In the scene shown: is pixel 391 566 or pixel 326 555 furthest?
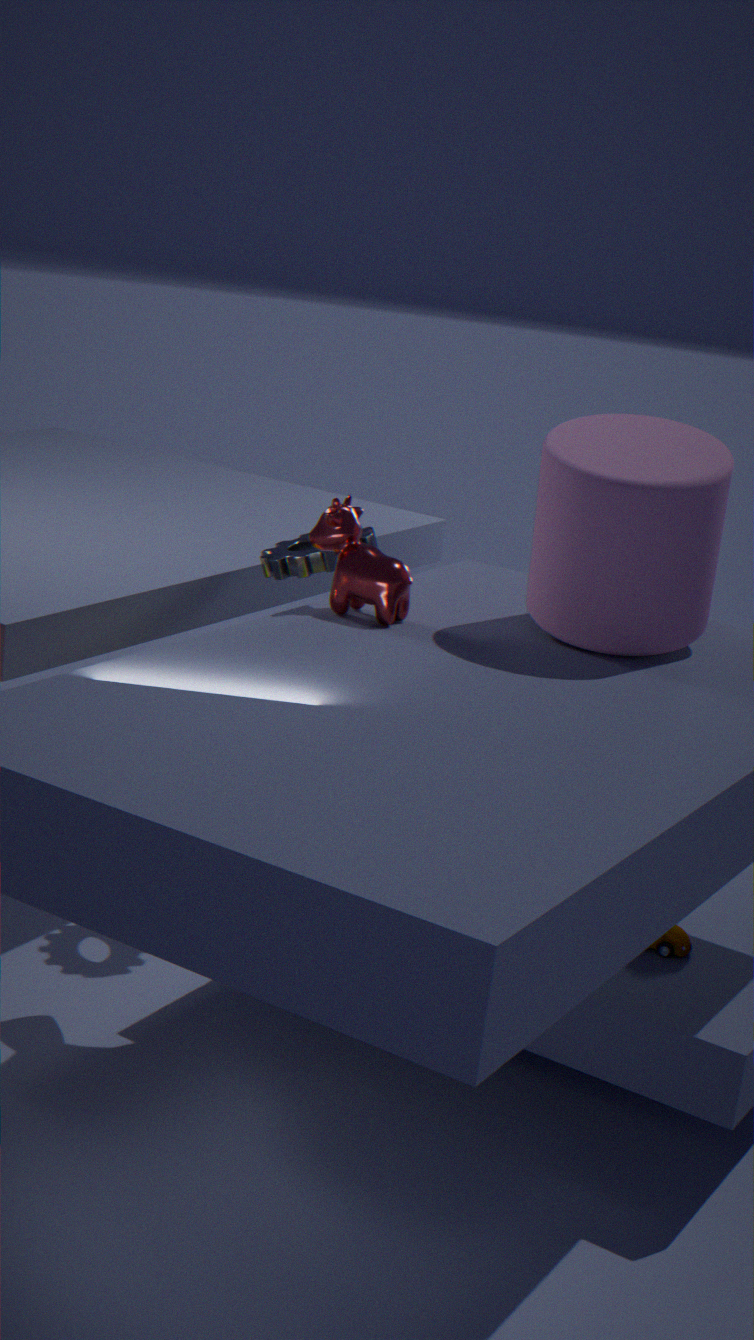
pixel 326 555
